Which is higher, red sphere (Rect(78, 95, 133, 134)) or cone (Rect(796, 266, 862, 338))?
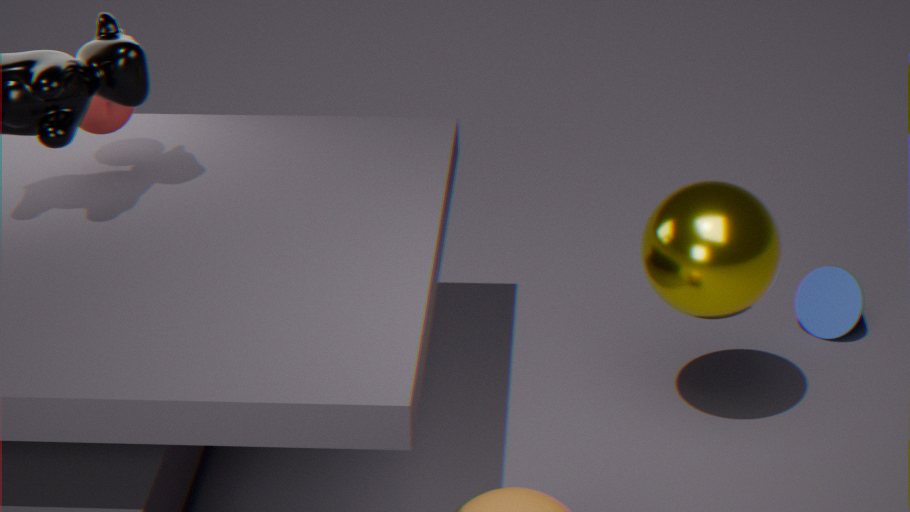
red sphere (Rect(78, 95, 133, 134))
